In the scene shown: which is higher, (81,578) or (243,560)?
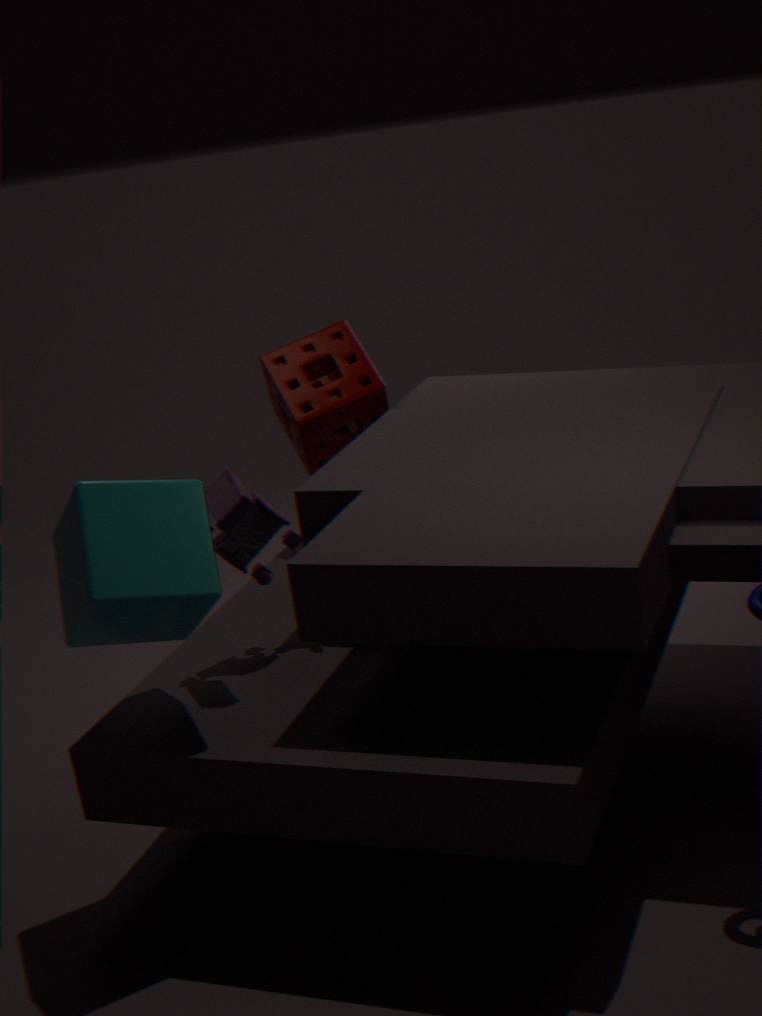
(81,578)
